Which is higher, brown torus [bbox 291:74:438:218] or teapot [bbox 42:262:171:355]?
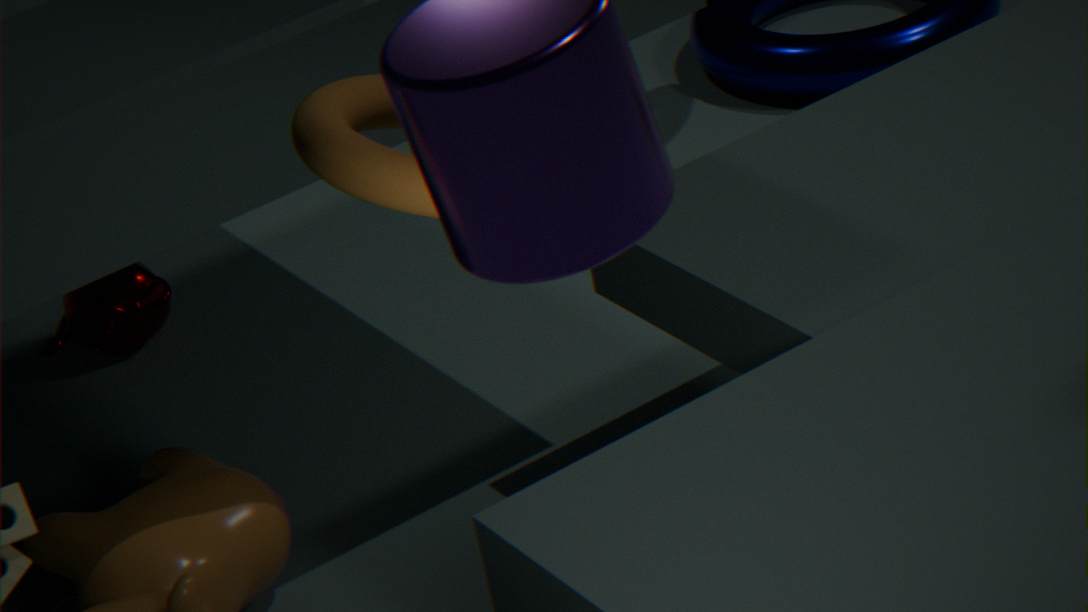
brown torus [bbox 291:74:438:218]
